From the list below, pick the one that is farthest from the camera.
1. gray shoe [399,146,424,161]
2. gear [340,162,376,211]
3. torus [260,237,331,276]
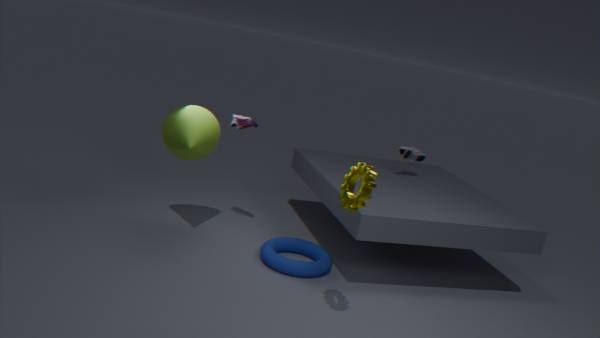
gray shoe [399,146,424,161]
